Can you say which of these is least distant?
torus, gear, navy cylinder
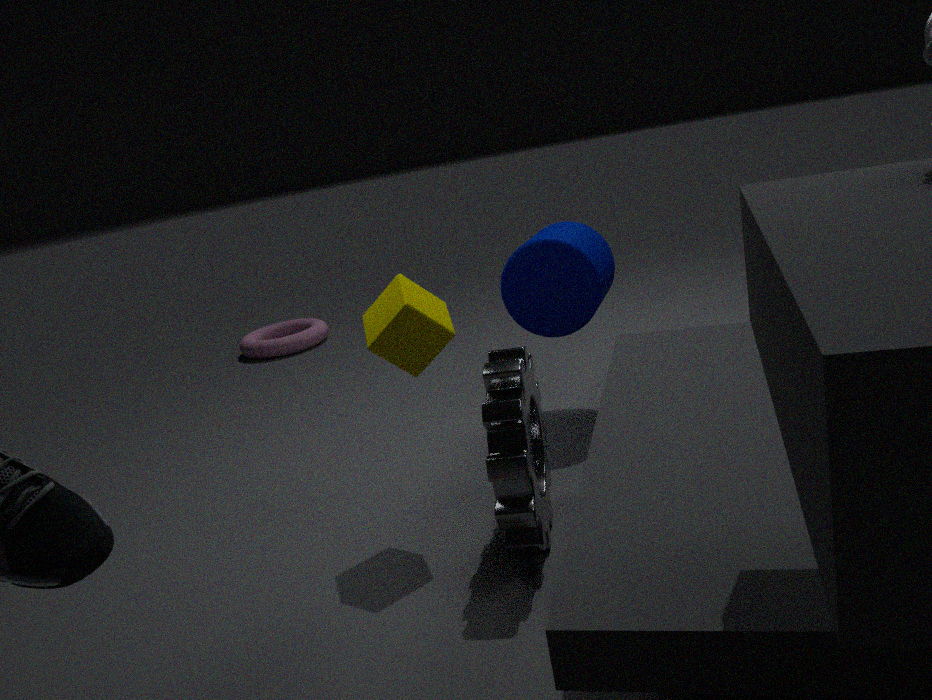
gear
